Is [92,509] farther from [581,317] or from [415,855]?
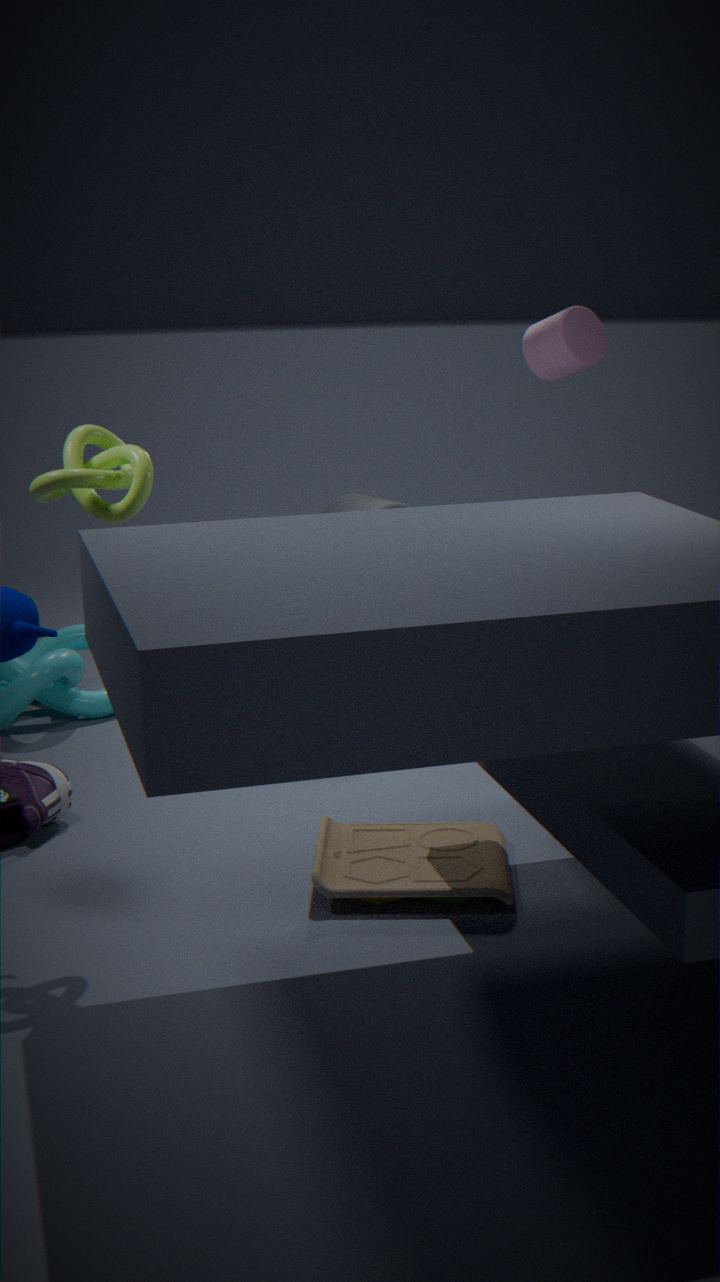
[581,317]
